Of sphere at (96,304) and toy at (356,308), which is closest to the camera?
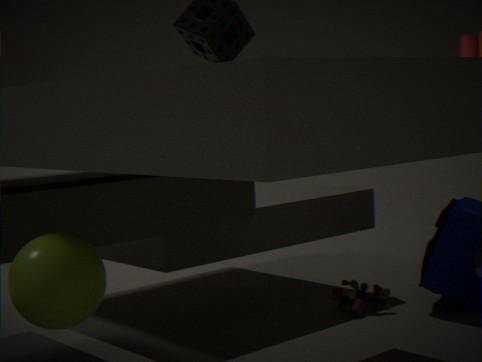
sphere at (96,304)
